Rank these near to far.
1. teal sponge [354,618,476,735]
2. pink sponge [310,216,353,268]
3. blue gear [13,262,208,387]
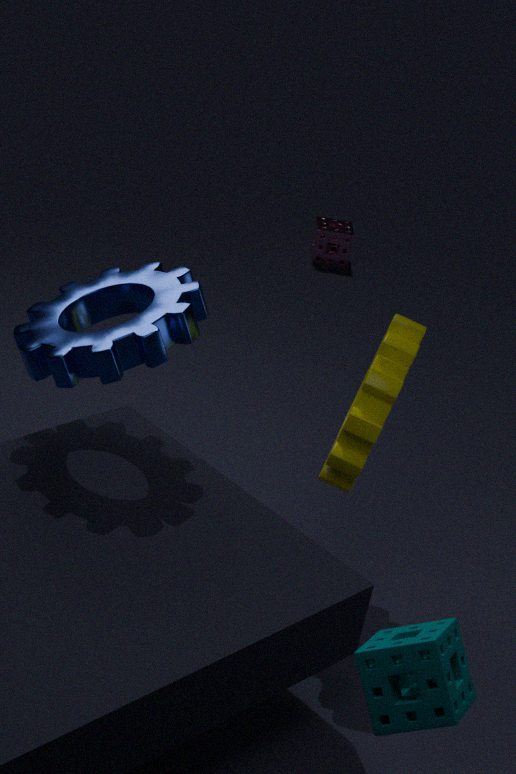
teal sponge [354,618,476,735], blue gear [13,262,208,387], pink sponge [310,216,353,268]
